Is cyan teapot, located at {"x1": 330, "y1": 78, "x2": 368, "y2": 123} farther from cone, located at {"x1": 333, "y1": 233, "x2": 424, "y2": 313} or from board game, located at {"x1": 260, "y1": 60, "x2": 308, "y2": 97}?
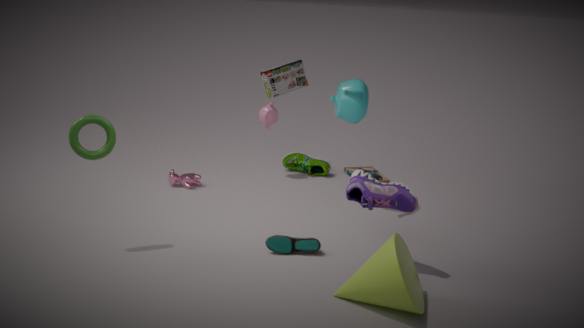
cone, located at {"x1": 333, "y1": 233, "x2": 424, "y2": 313}
